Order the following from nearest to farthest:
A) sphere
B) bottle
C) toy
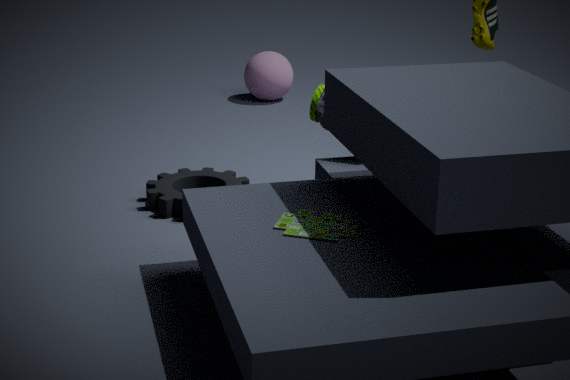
toy
bottle
sphere
